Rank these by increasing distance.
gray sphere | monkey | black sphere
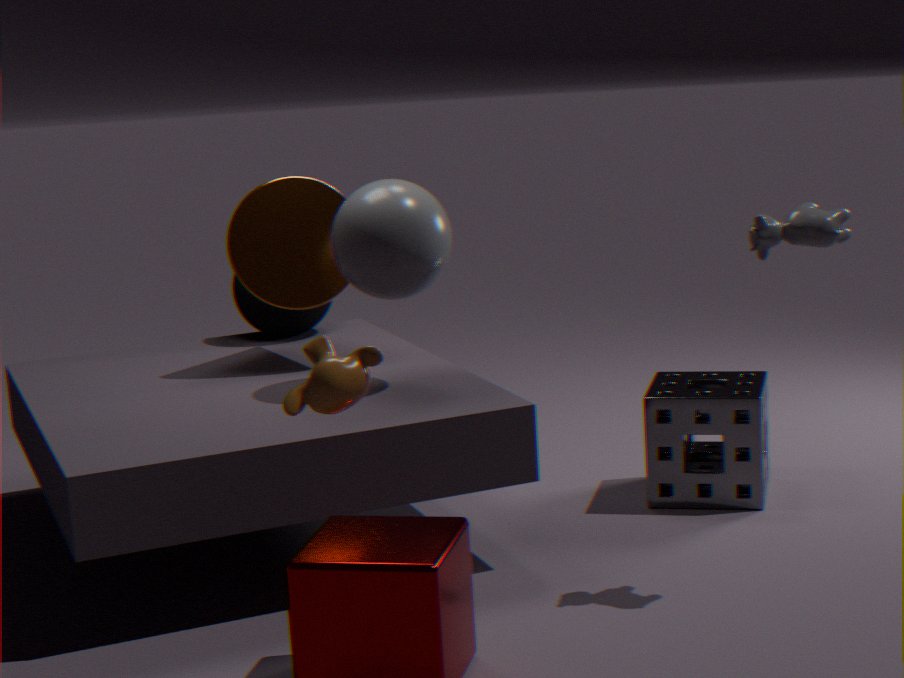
monkey < gray sphere < black sphere
